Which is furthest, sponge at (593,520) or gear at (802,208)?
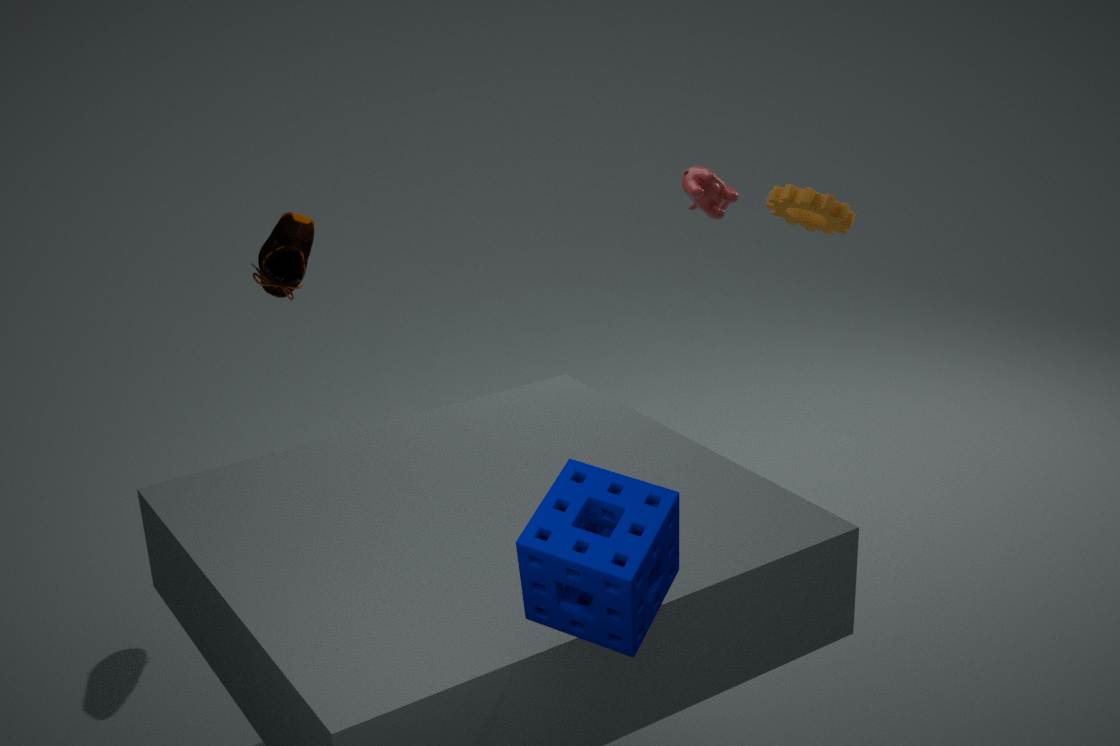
gear at (802,208)
